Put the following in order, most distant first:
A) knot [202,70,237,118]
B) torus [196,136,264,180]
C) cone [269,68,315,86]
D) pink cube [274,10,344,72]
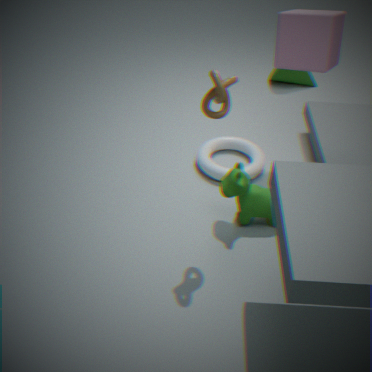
cone [269,68,315,86] < torus [196,136,264,180] < pink cube [274,10,344,72] < knot [202,70,237,118]
